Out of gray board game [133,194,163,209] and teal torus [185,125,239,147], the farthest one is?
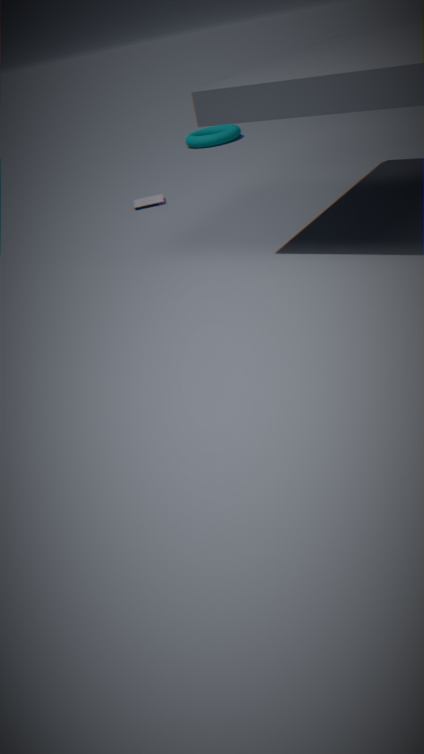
teal torus [185,125,239,147]
